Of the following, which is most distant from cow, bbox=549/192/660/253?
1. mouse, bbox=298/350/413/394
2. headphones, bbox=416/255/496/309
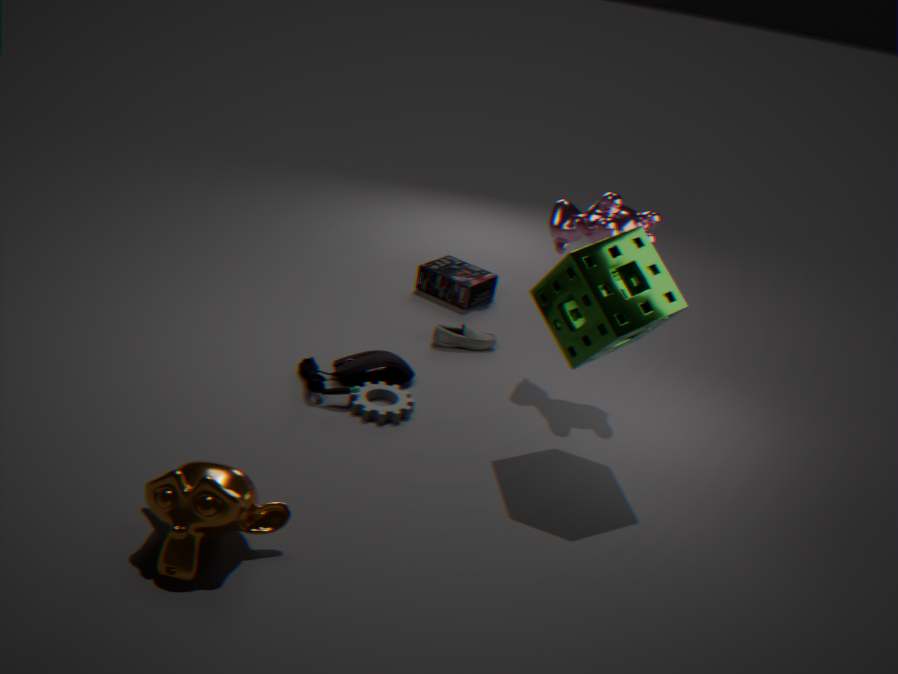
mouse, bbox=298/350/413/394
